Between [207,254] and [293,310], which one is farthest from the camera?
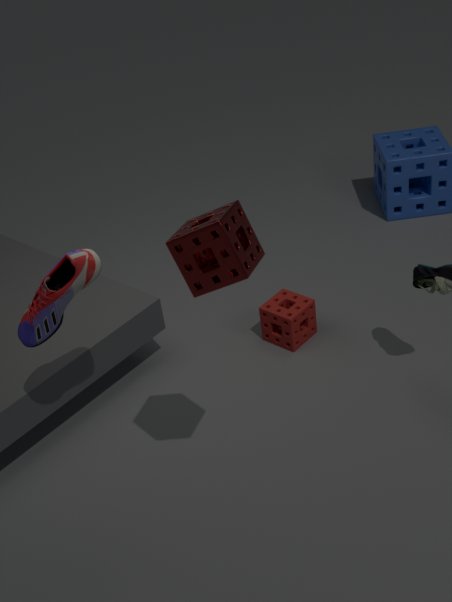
[293,310]
